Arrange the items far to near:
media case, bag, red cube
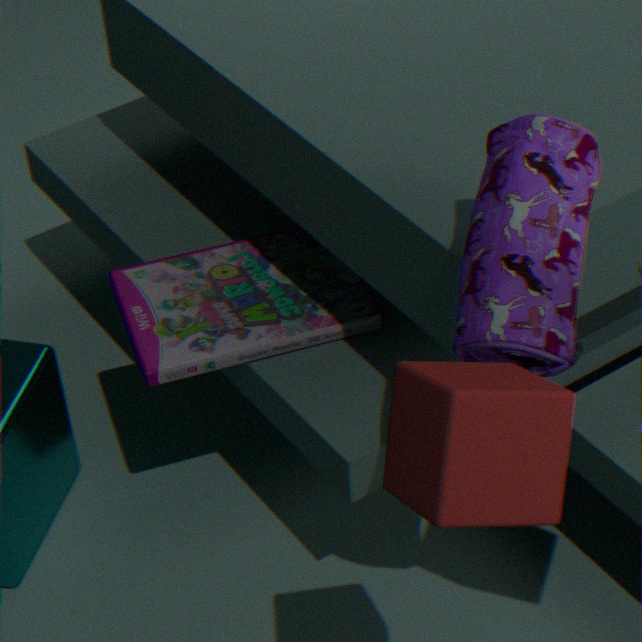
media case, bag, red cube
